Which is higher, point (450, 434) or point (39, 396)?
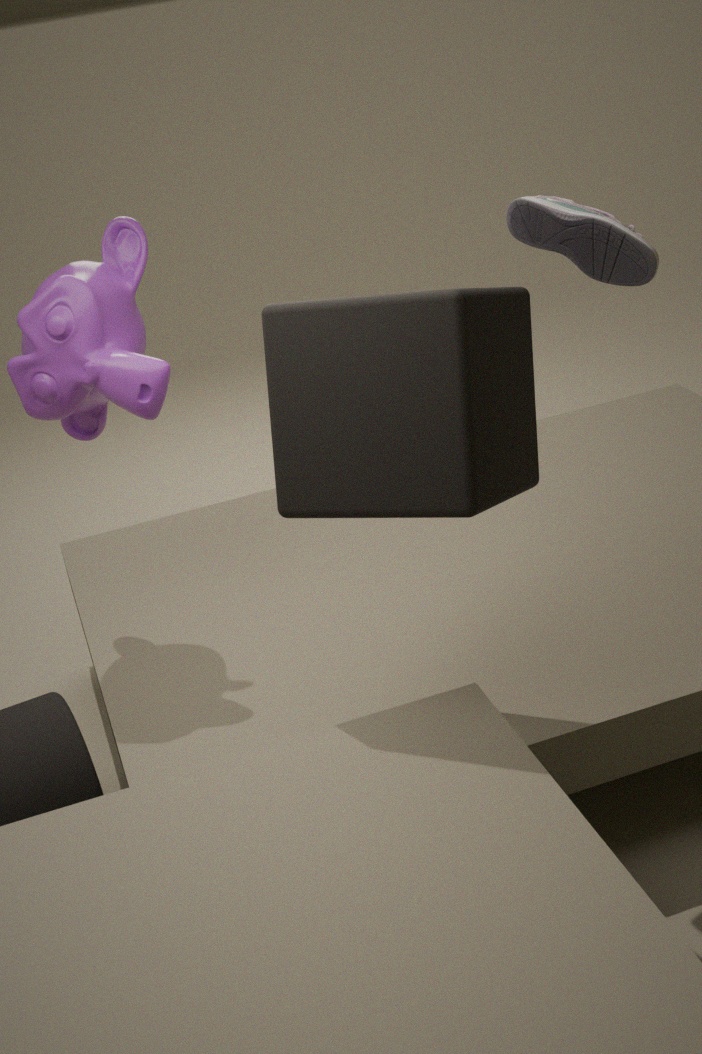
point (39, 396)
